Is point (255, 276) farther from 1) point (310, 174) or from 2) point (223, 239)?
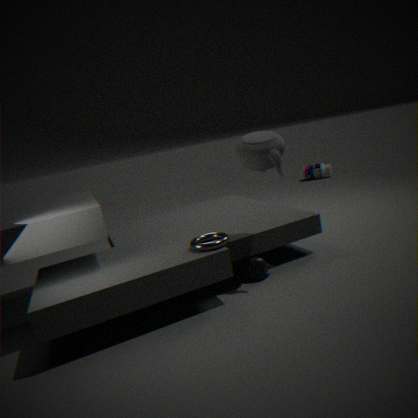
1) point (310, 174)
